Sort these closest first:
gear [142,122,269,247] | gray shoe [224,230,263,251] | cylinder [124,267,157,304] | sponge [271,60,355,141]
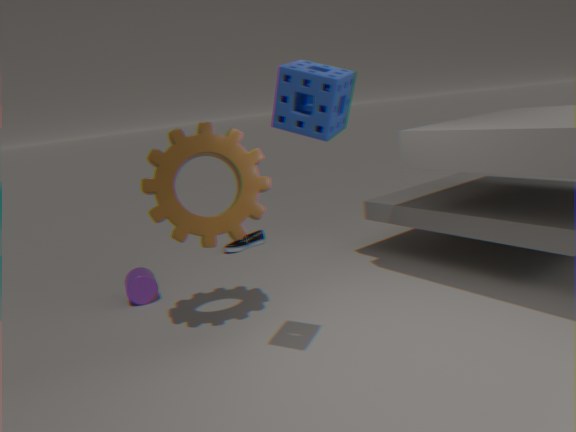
1. sponge [271,60,355,141]
2. gear [142,122,269,247]
3. cylinder [124,267,157,304]
4. gray shoe [224,230,263,251]
